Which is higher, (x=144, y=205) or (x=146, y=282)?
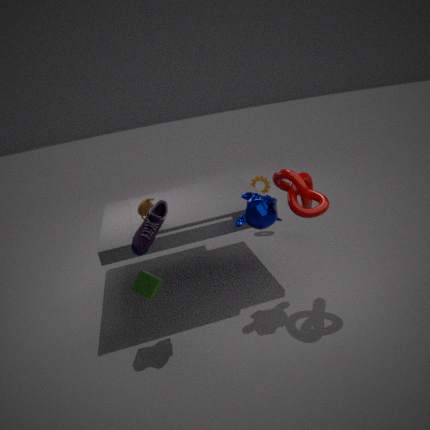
(x=144, y=205)
